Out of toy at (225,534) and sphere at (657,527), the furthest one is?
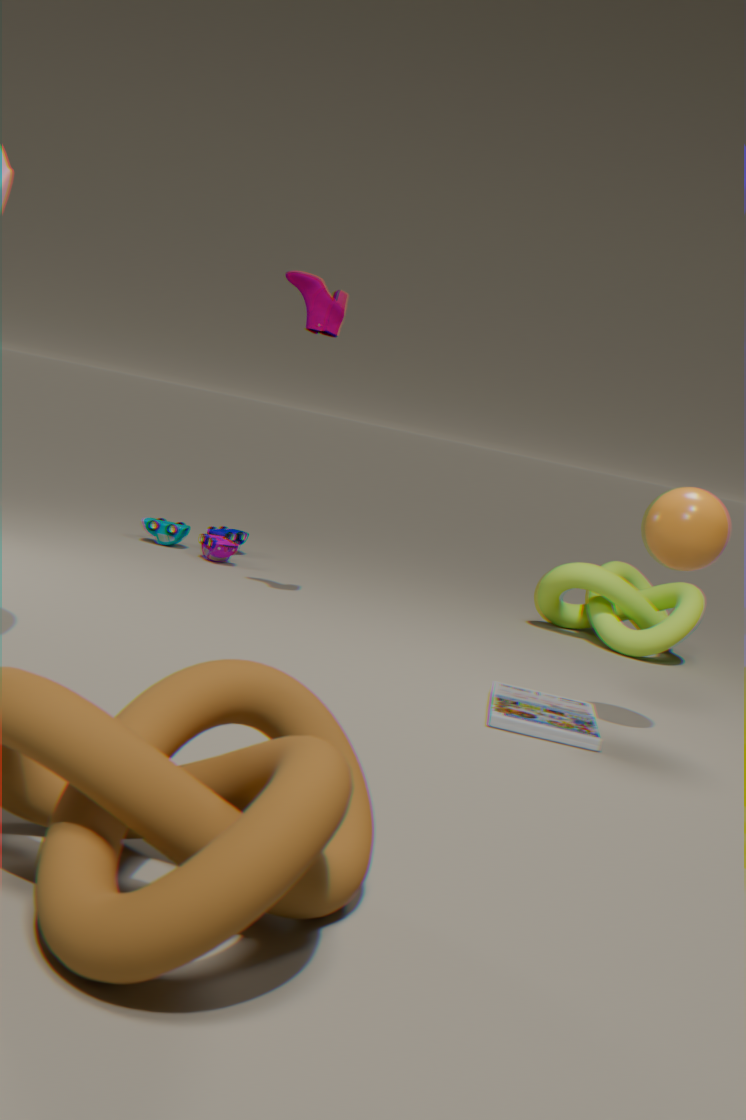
toy at (225,534)
